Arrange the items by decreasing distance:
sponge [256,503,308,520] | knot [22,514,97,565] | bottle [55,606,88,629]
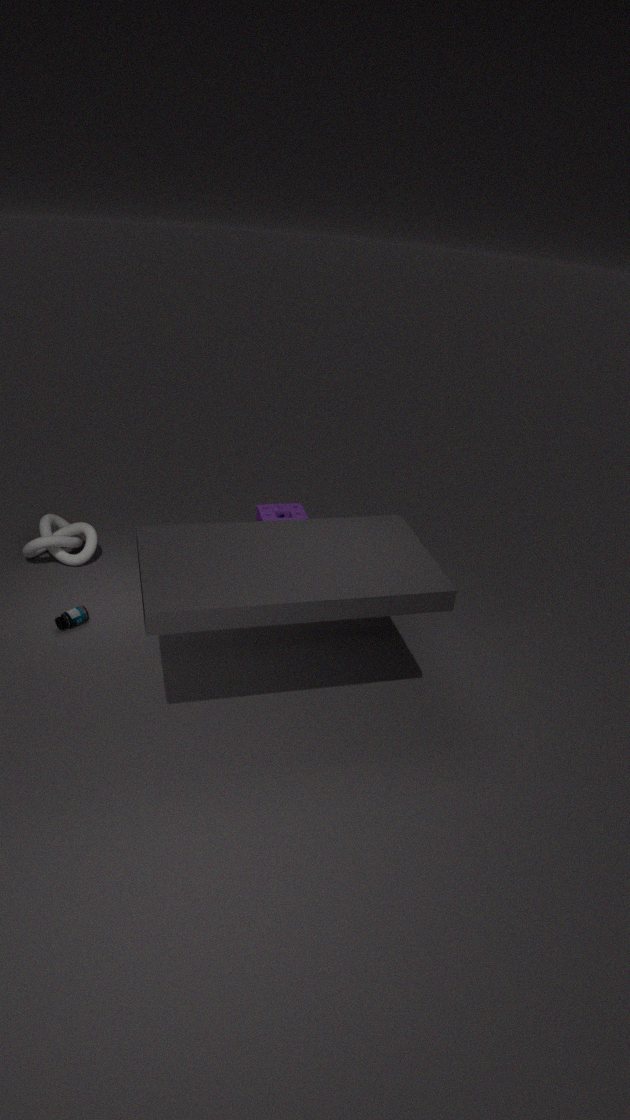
sponge [256,503,308,520], knot [22,514,97,565], bottle [55,606,88,629]
